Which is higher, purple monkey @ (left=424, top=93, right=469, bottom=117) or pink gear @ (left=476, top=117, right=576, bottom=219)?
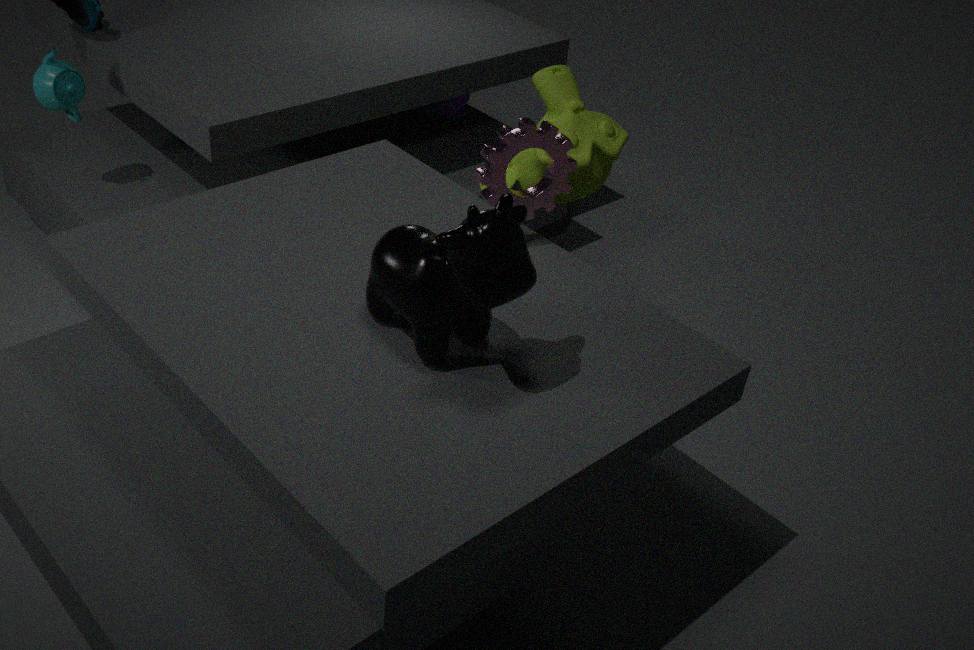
pink gear @ (left=476, top=117, right=576, bottom=219)
